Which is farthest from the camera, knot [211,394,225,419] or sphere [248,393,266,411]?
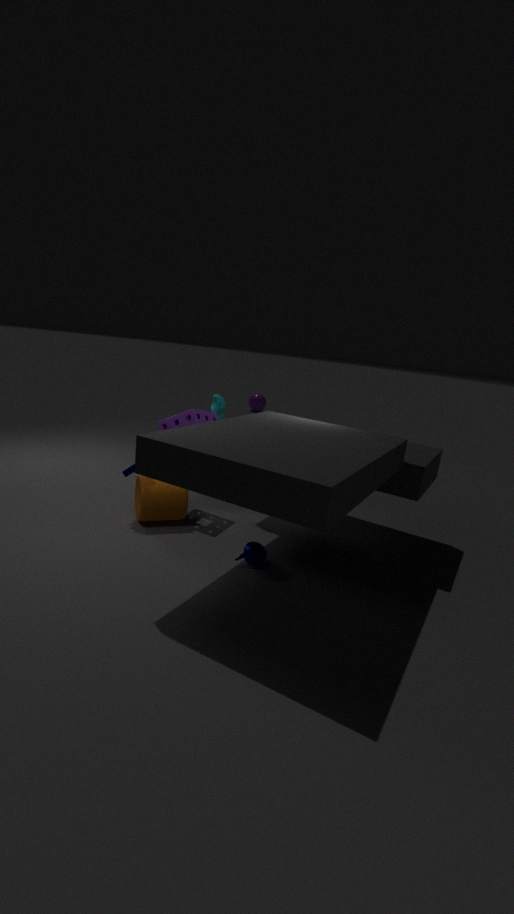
sphere [248,393,266,411]
